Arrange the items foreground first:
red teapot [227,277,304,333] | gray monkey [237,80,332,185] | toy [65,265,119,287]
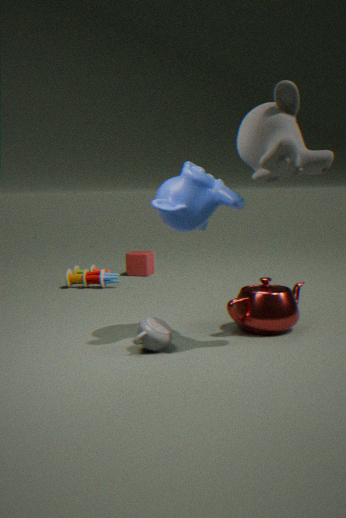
gray monkey [237,80,332,185]
red teapot [227,277,304,333]
toy [65,265,119,287]
